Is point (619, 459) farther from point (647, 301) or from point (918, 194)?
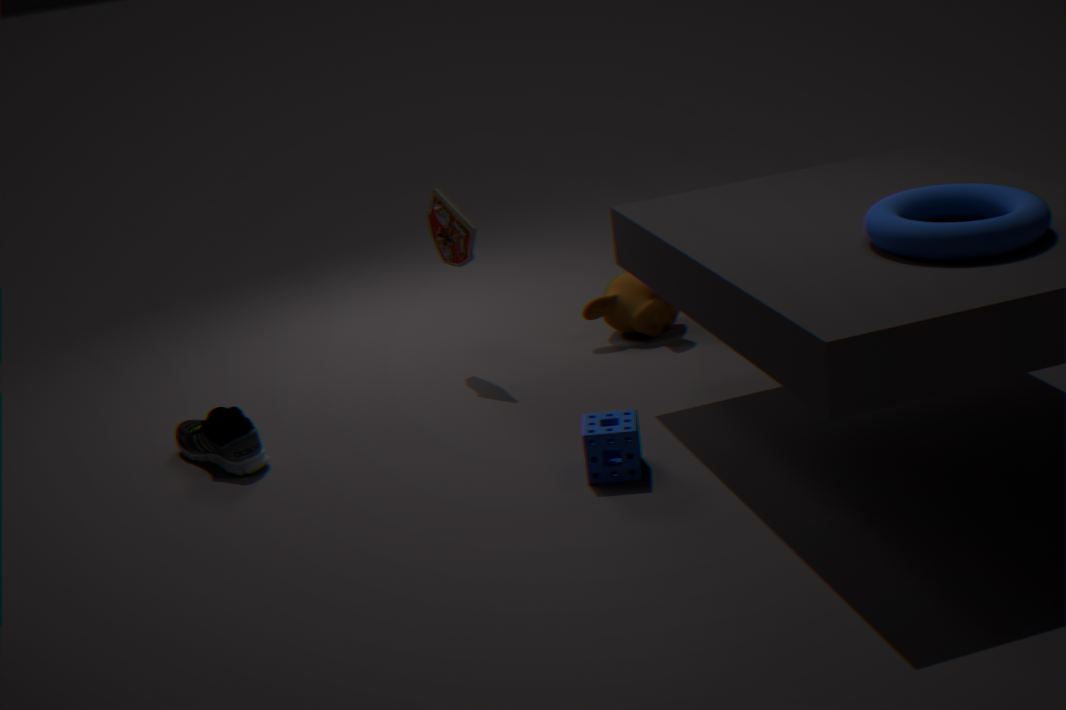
point (647, 301)
